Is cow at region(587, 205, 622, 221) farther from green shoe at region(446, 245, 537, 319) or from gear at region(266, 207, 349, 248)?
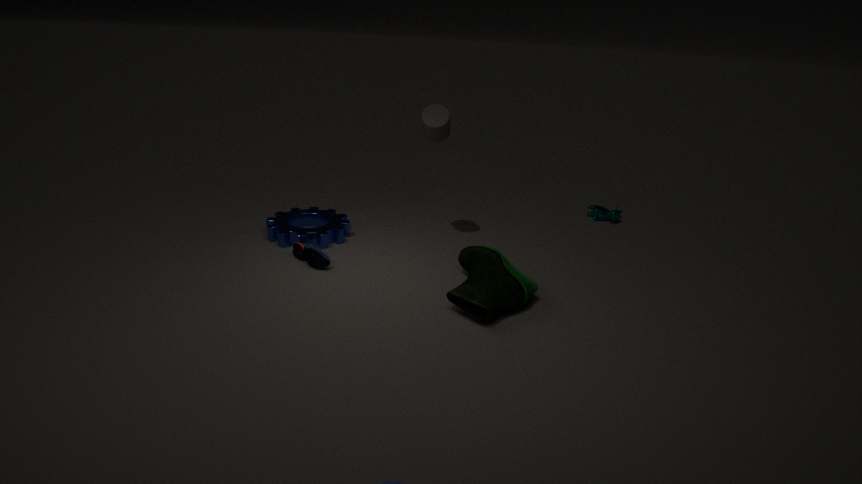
gear at region(266, 207, 349, 248)
